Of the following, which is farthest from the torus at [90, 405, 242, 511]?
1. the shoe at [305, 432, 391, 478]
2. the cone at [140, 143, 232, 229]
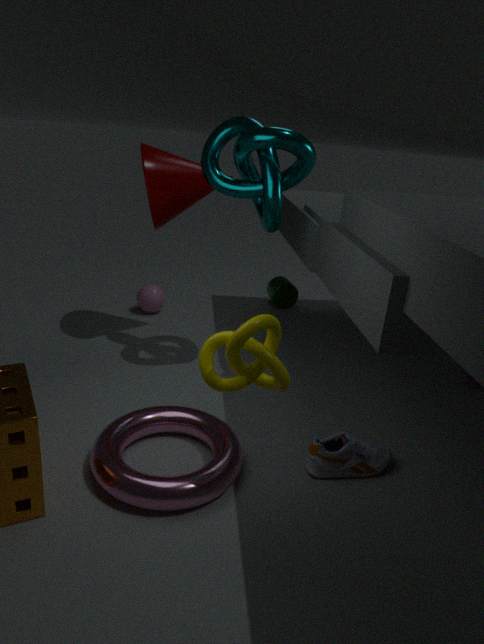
the cone at [140, 143, 232, 229]
